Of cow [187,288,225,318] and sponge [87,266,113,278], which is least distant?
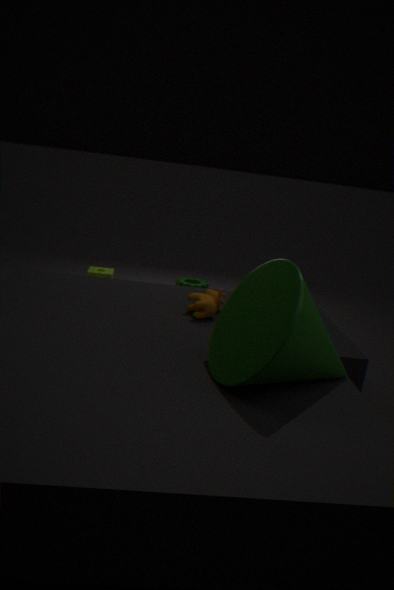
cow [187,288,225,318]
